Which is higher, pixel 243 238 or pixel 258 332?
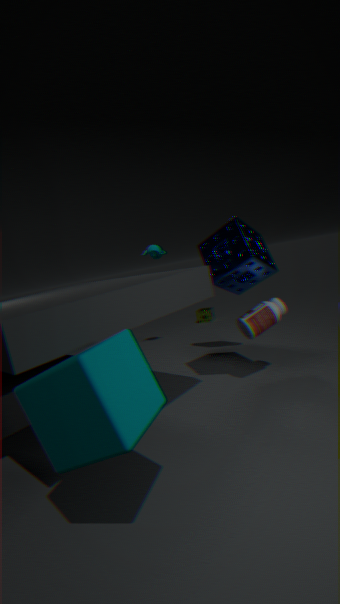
pixel 243 238
